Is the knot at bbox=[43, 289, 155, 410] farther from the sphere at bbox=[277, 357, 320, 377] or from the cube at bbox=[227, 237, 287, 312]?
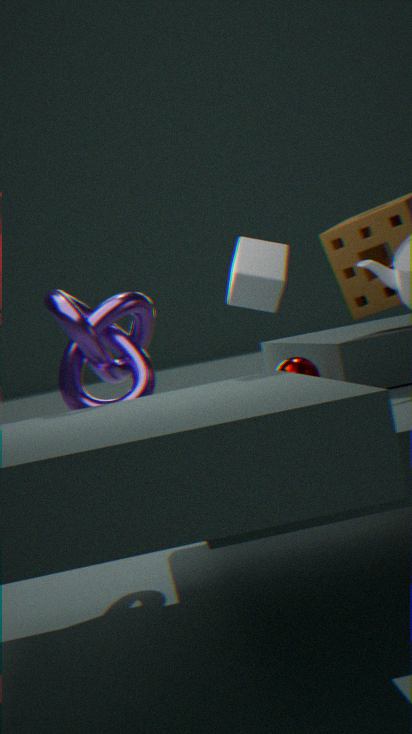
the sphere at bbox=[277, 357, 320, 377]
